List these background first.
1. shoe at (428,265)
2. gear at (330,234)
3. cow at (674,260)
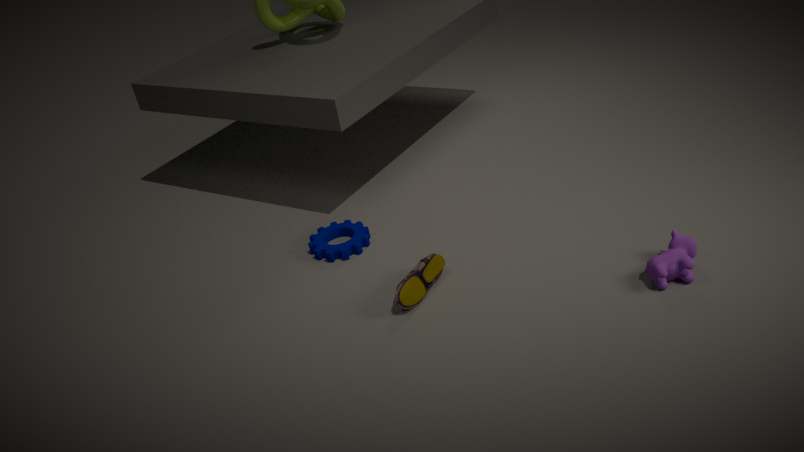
gear at (330,234), shoe at (428,265), cow at (674,260)
